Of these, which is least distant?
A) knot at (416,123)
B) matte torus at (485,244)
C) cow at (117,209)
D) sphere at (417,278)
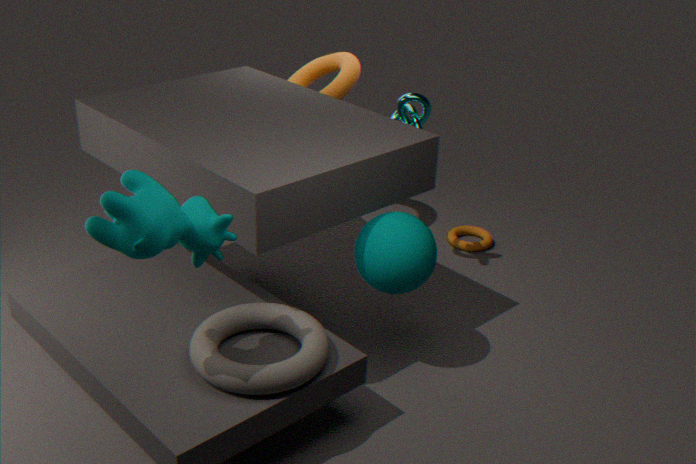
cow at (117,209)
